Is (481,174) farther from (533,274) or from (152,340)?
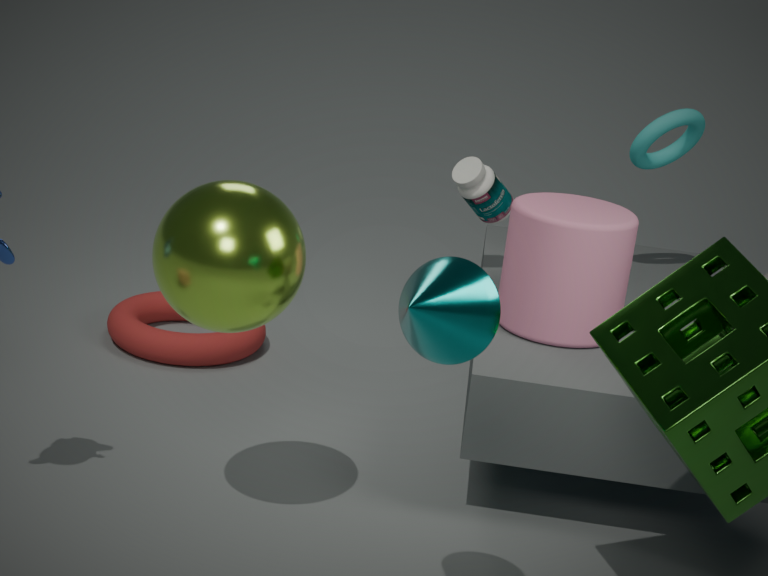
(152,340)
